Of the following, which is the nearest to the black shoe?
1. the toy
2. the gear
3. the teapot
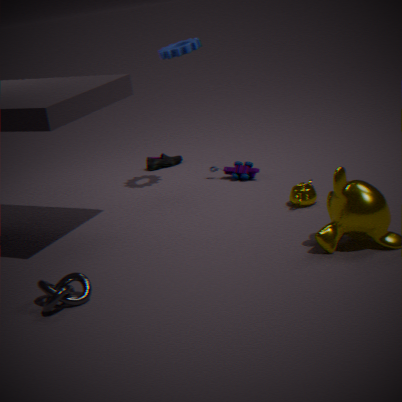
the toy
